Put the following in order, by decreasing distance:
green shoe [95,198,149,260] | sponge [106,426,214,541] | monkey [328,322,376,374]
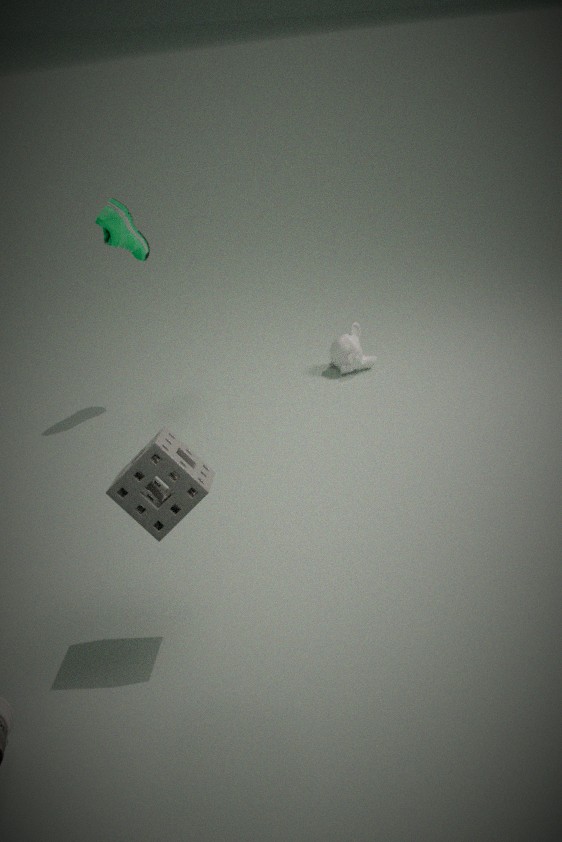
1. monkey [328,322,376,374]
2. green shoe [95,198,149,260]
3. sponge [106,426,214,541]
